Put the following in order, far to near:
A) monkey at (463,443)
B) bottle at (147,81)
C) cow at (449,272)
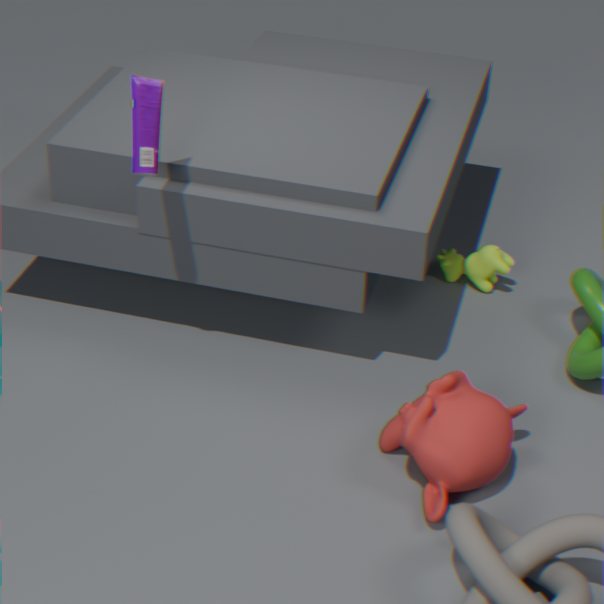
1. cow at (449,272)
2. bottle at (147,81)
3. monkey at (463,443)
